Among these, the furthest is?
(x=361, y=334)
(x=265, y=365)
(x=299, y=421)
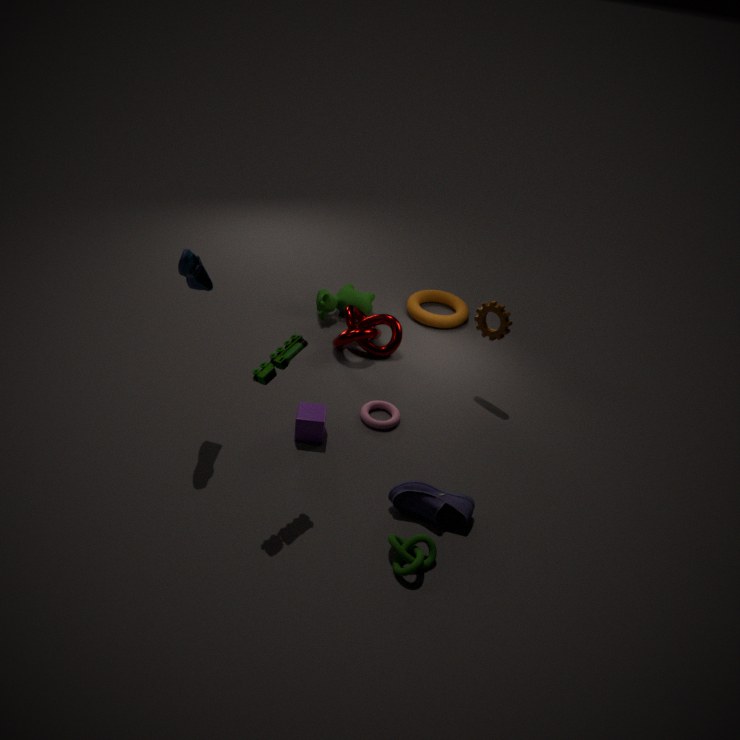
(x=361, y=334)
